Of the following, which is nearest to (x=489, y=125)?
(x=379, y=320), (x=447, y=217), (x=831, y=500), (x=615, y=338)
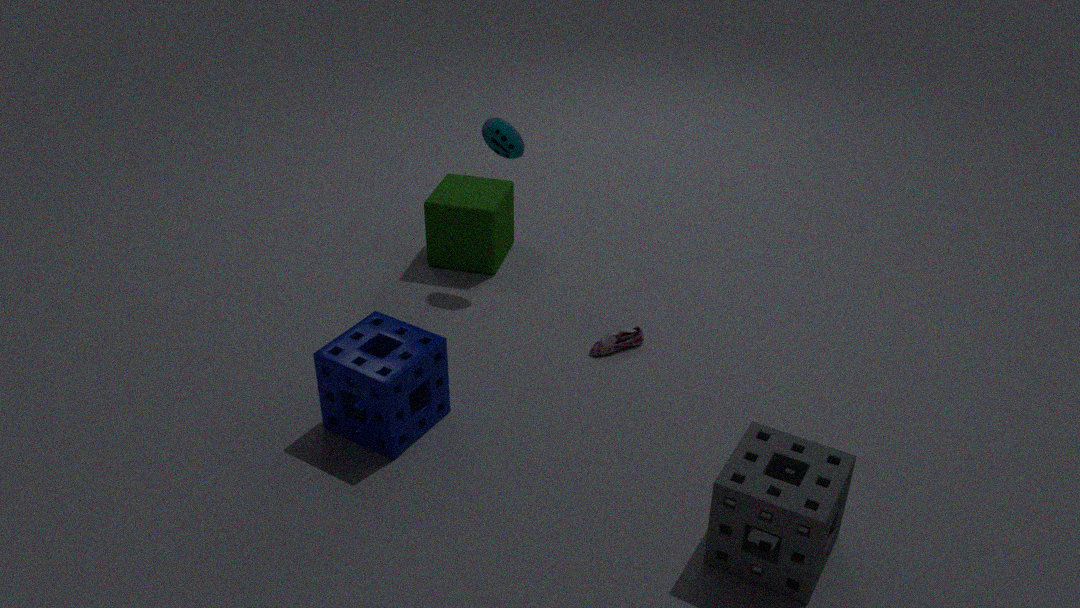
(x=447, y=217)
